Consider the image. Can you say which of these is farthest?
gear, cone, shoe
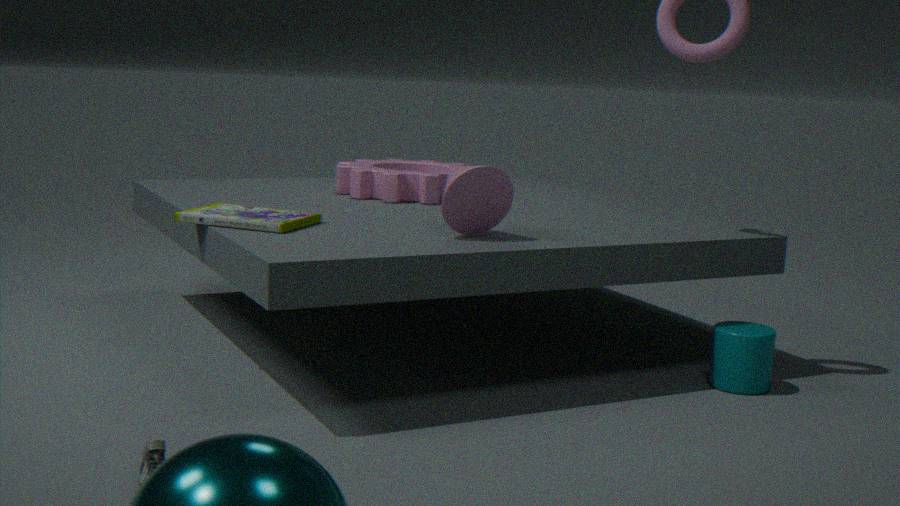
gear
